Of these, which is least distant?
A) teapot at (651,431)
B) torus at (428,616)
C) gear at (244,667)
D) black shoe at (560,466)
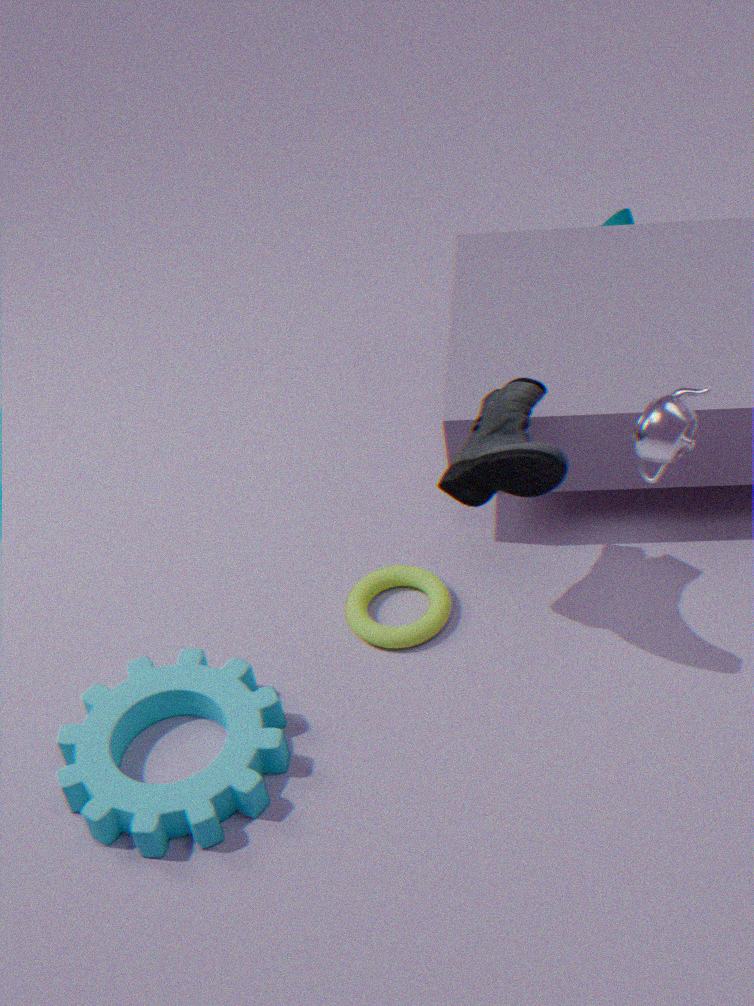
black shoe at (560,466)
